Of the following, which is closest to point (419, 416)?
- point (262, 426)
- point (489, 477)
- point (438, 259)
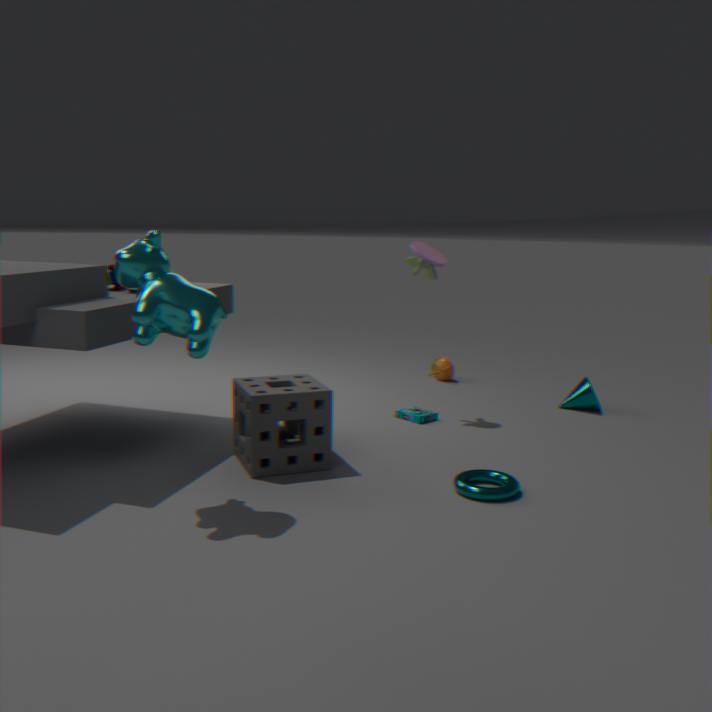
point (438, 259)
